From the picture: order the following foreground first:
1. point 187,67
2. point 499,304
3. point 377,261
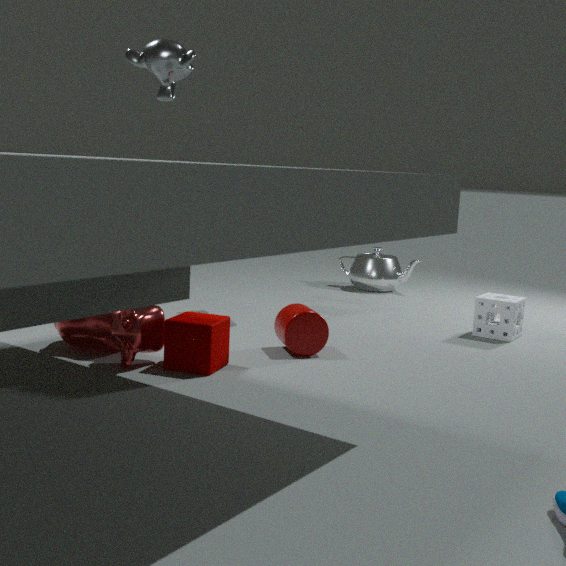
point 187,67 → point 499,304 → point 377,261
